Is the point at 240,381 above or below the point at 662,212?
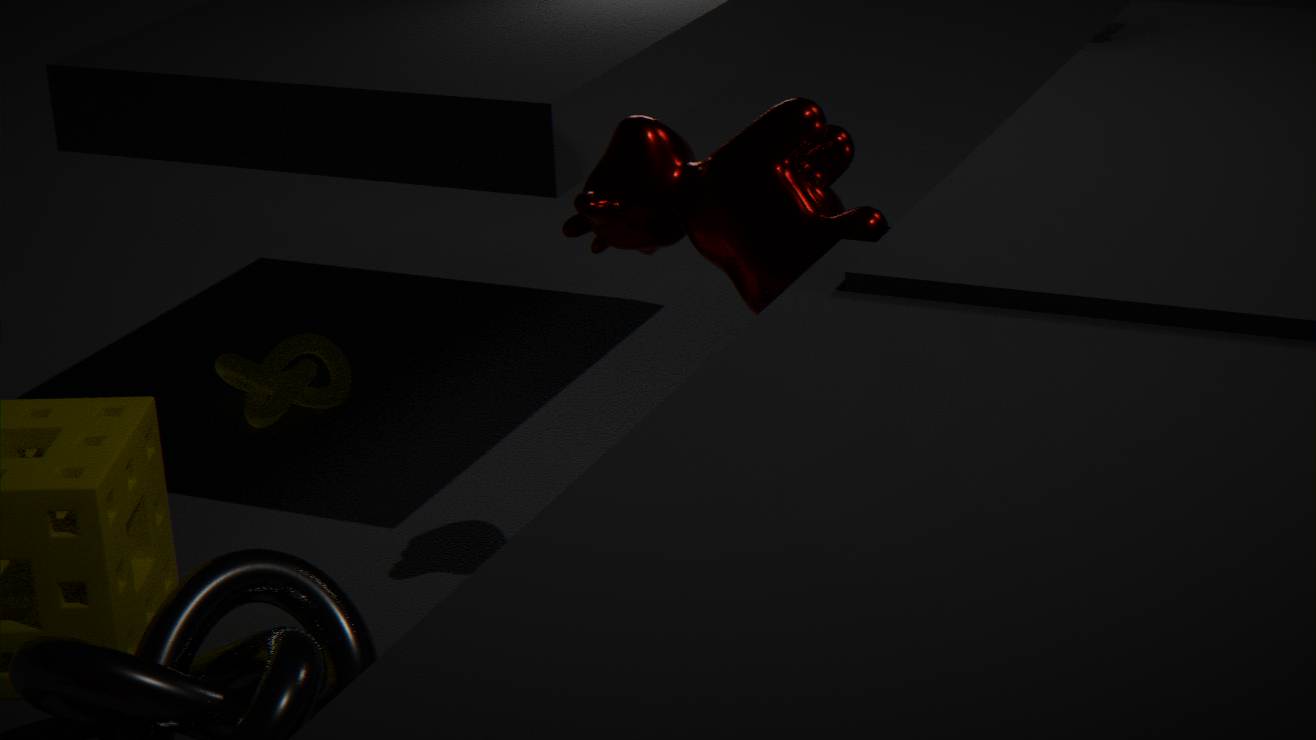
below
